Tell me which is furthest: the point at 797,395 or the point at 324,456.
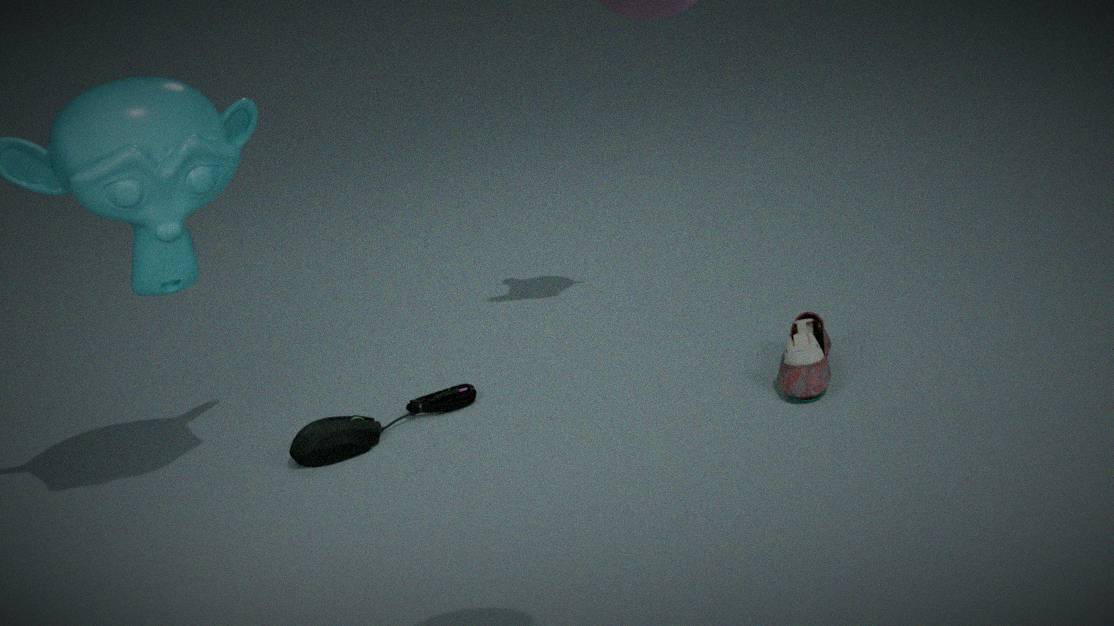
the point at 324,456
